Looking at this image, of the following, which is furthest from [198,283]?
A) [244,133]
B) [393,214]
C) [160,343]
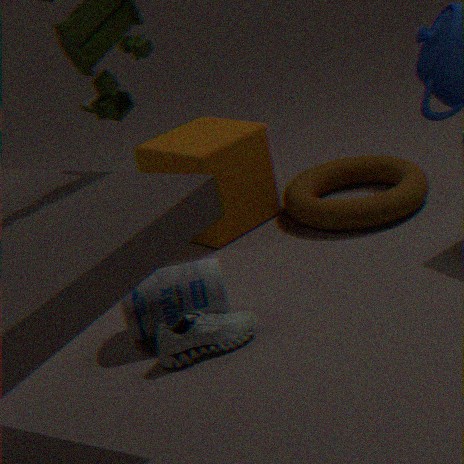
[393,214]
